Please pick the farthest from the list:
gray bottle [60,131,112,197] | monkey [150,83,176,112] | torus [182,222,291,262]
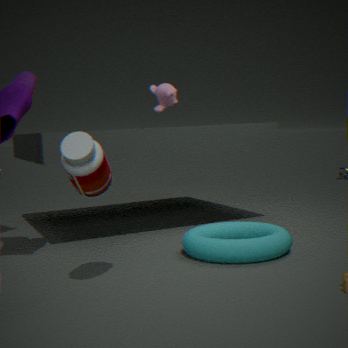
monkey [150,83,176,112]
